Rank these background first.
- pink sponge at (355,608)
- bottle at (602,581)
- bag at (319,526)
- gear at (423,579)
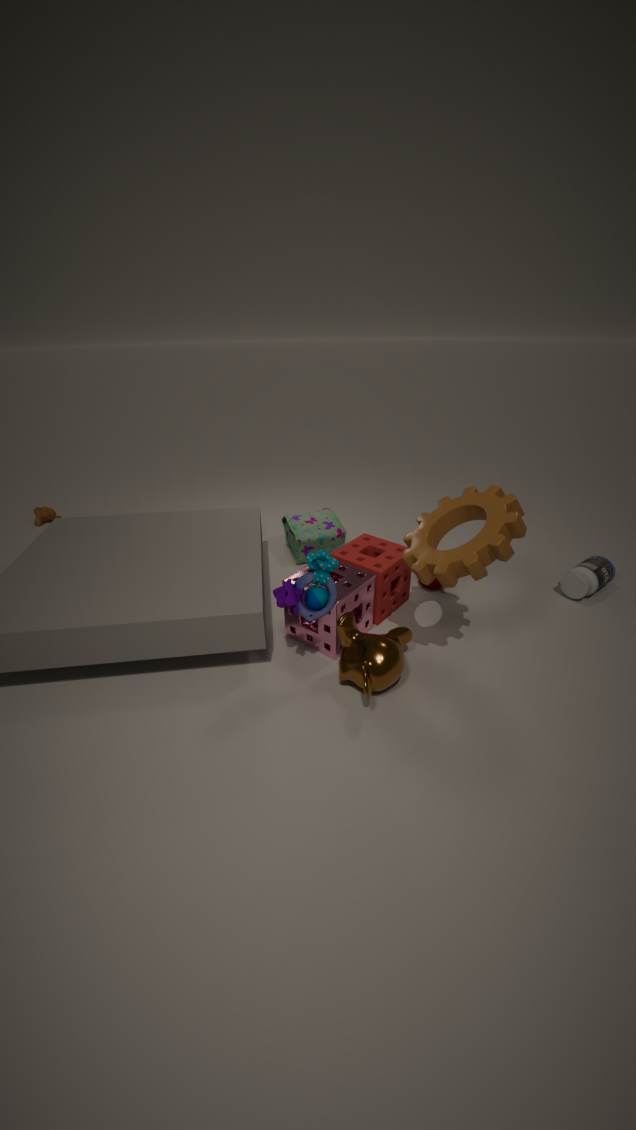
bag at (319,526) < bottle at (602,581) < pink sponge at (355,608) < gear at (423,579)
